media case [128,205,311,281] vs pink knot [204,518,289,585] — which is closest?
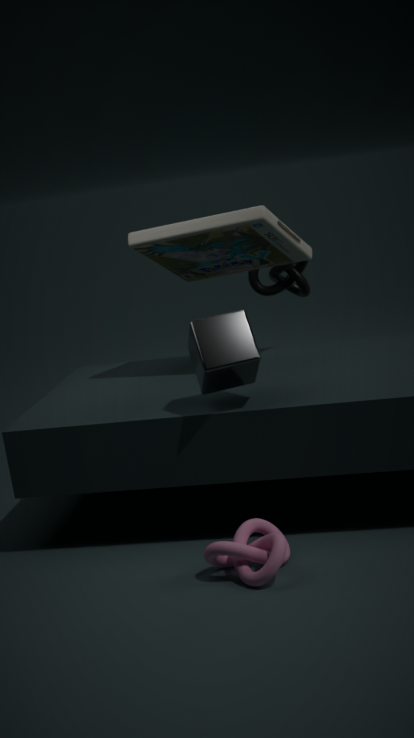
pink knot [204,518,289,585]
